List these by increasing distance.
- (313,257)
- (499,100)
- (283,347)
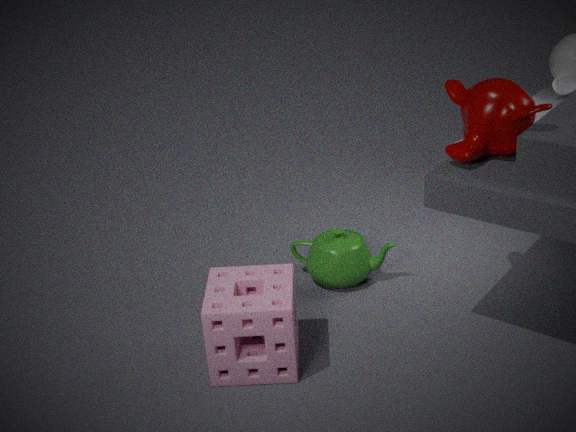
1. (499,100)
2. (283,347)
3. (313,257)
